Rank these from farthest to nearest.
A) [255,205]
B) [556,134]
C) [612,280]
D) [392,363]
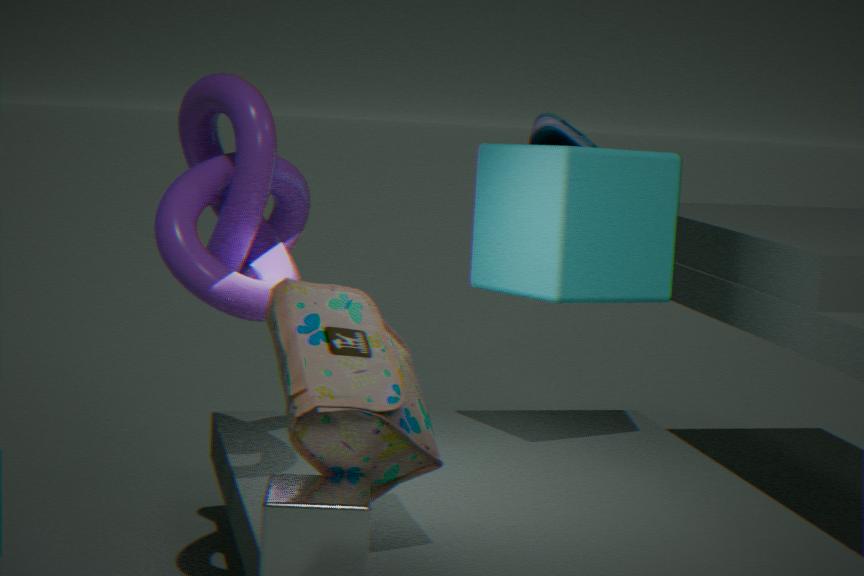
1. [556,134]
2. [612,280]
3. [255,205]
4. [392,363]
